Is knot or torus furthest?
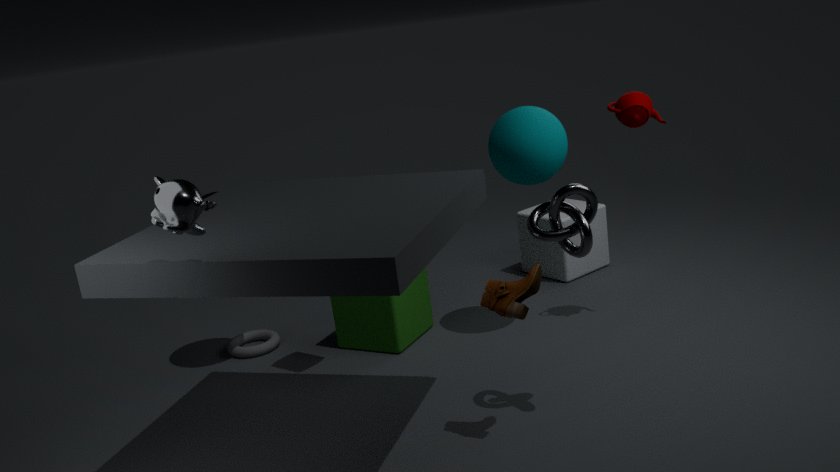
torus
